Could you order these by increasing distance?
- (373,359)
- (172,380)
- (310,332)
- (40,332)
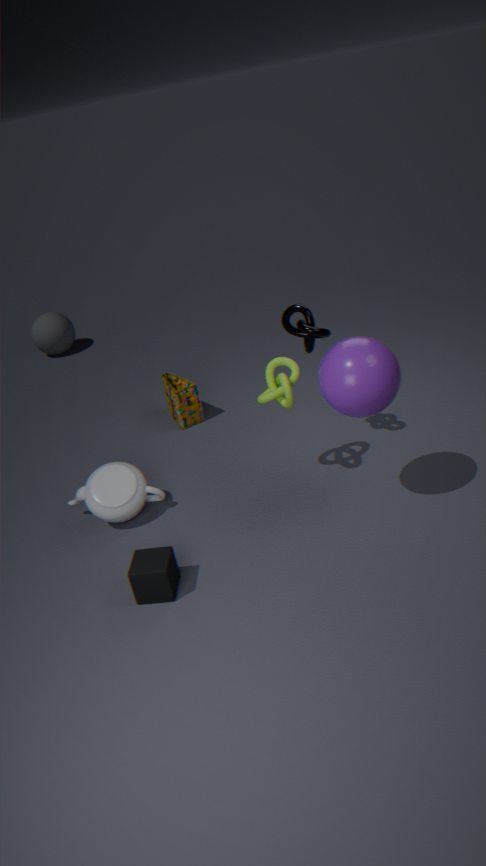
(373,359)
(310,332)
(172,380)
(40,332)
